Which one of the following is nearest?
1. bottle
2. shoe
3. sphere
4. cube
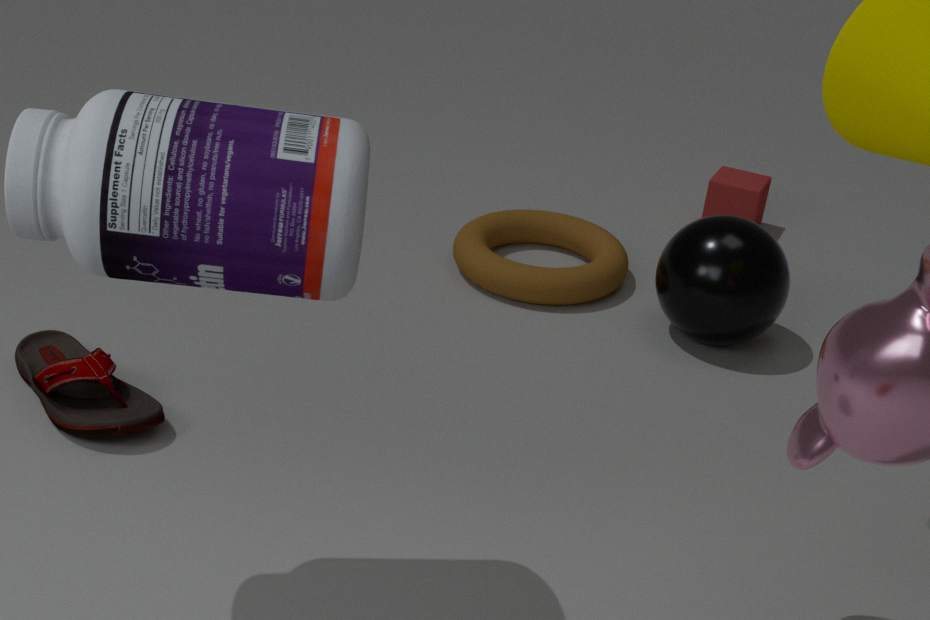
bottle
